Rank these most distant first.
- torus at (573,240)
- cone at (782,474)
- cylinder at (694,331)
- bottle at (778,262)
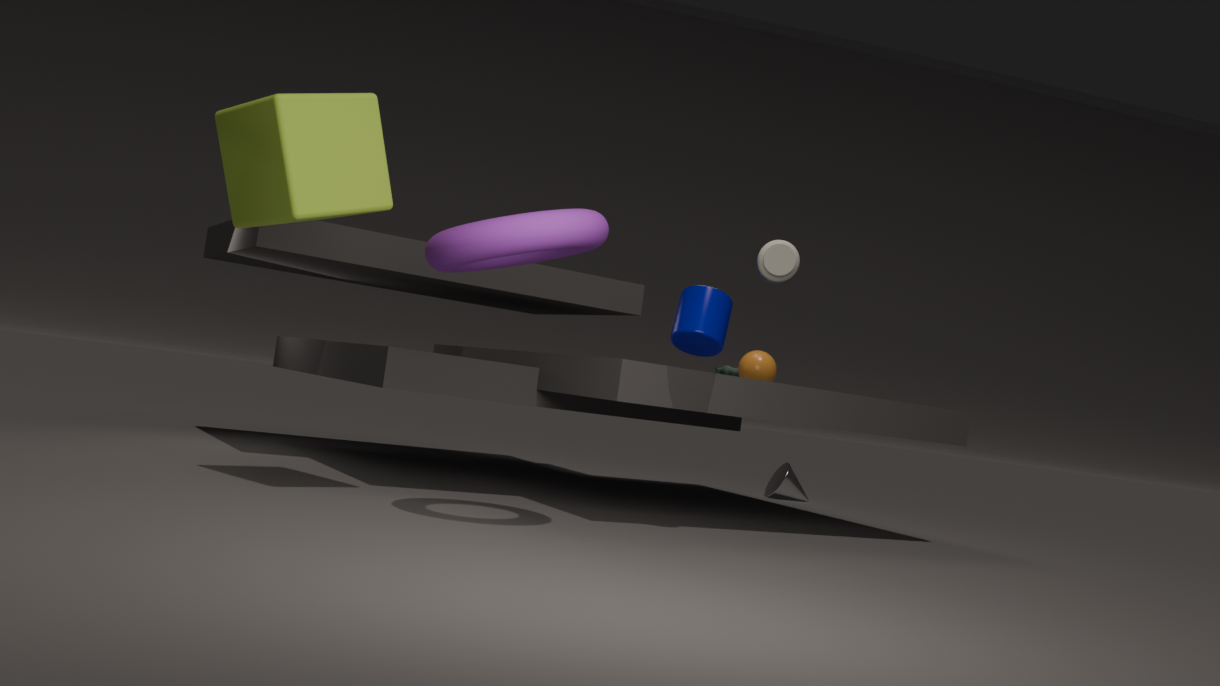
cone at (782,474)
bottle at (778,262)
cylinder at (694,331)
torus at (573,240)
